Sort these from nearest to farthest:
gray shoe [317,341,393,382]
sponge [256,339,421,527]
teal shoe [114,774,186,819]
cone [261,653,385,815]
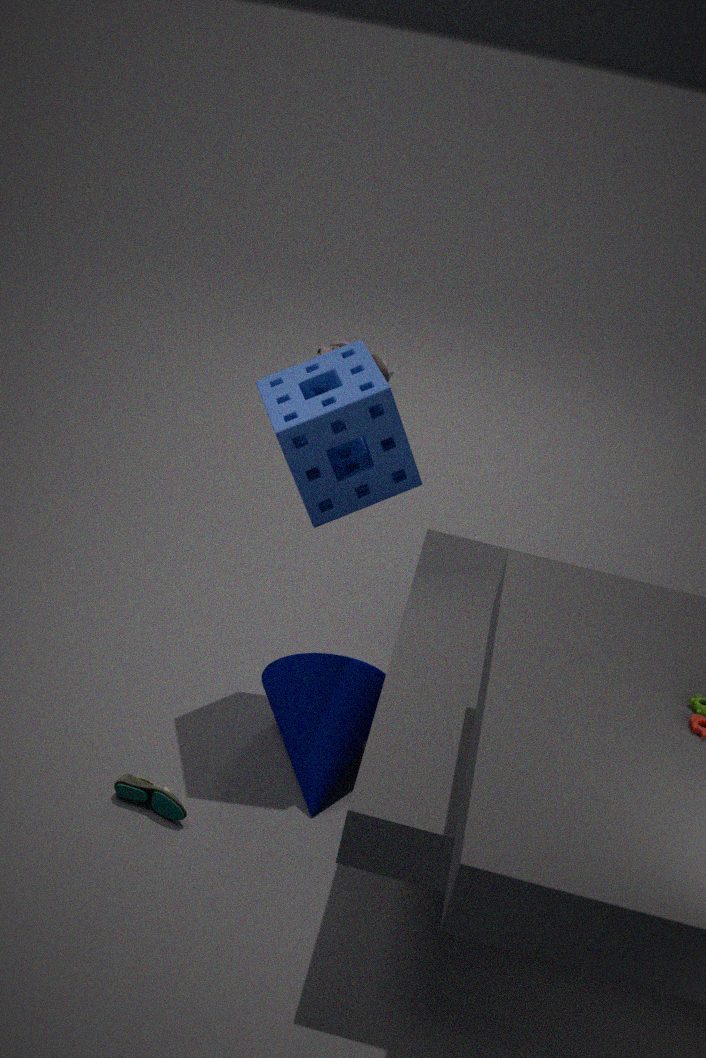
1. teal shoe [114,774,186,819]
2. sponge [256,339,421,527]
3. cone [261,653,385,815]
4. gray shoe [317,341,393,382]
